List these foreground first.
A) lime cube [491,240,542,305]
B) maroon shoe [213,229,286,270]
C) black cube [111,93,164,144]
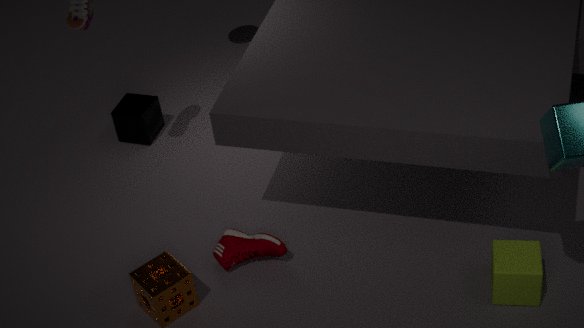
1. lime cube [491,240,542,305]
2. maroon shoe [213,229,286,270]
3. black cube [111,93,164,144]
